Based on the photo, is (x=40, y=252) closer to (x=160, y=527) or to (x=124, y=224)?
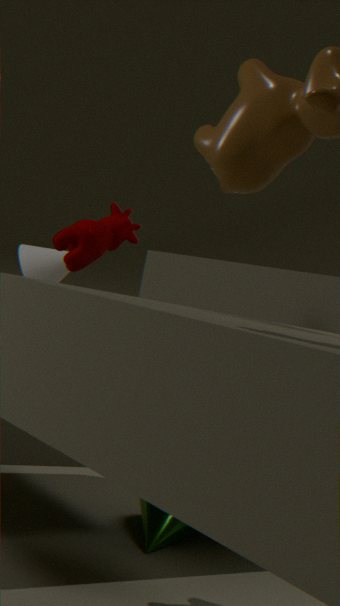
(x=160, y=527)
